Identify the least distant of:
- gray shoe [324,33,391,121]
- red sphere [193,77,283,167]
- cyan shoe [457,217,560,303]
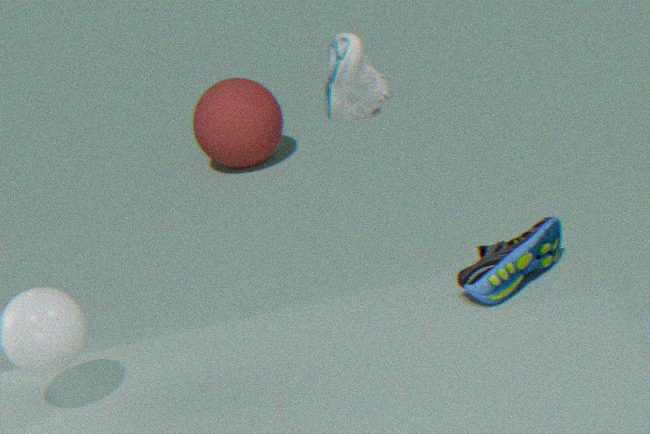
gray shoe [324,33,391,121]
